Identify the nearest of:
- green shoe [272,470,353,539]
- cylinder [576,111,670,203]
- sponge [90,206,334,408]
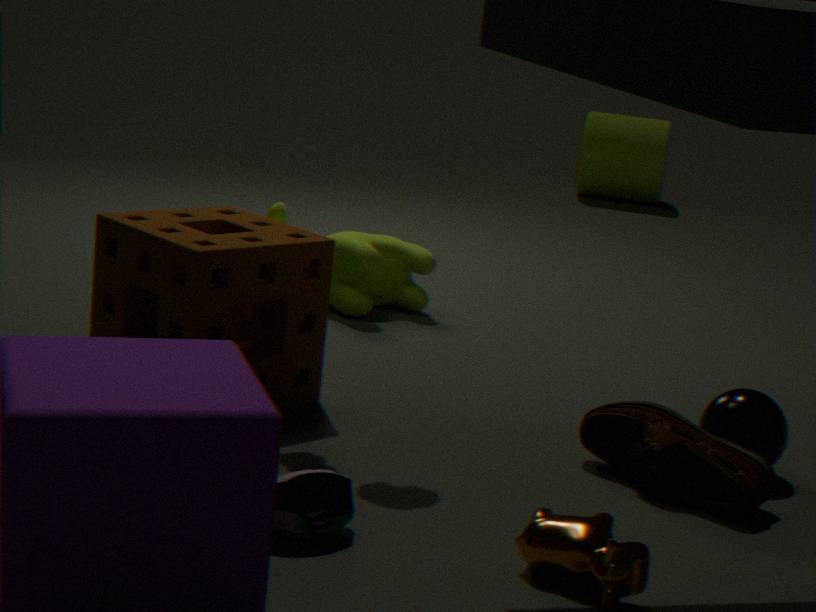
green shoe [272,470,353,539]
